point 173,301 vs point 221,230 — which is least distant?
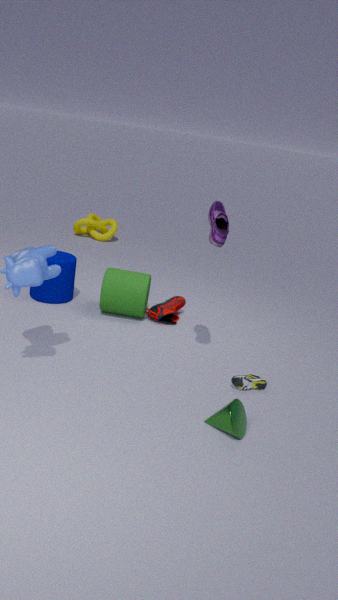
point 221,230
